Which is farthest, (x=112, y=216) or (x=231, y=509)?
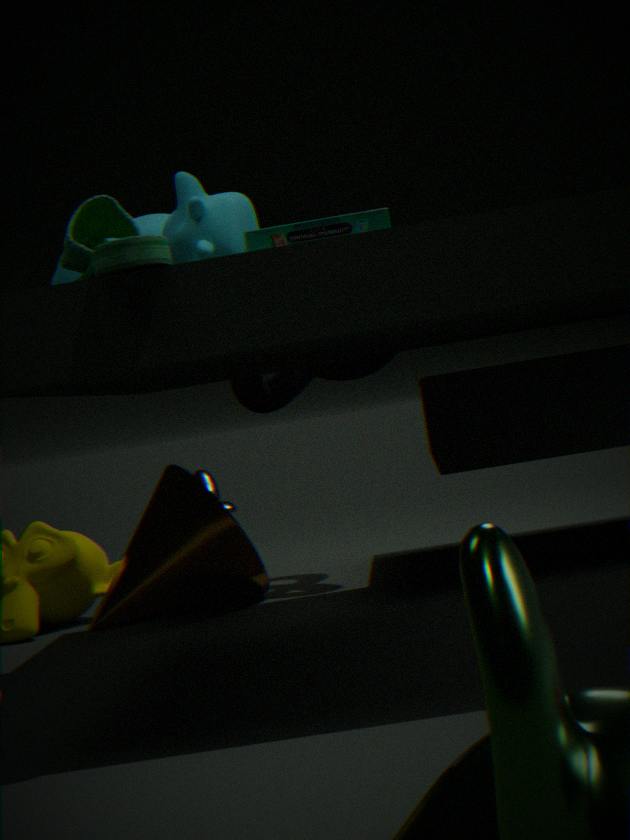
(x=231, y=509)
